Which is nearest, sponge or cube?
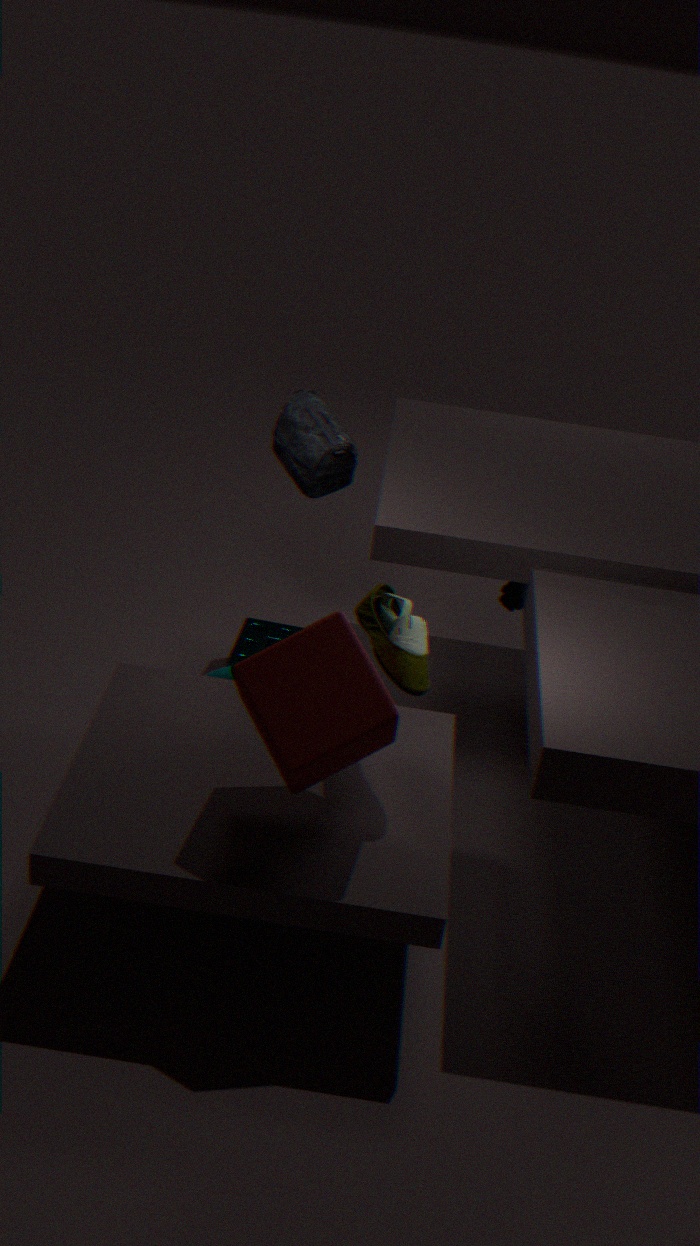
cube
